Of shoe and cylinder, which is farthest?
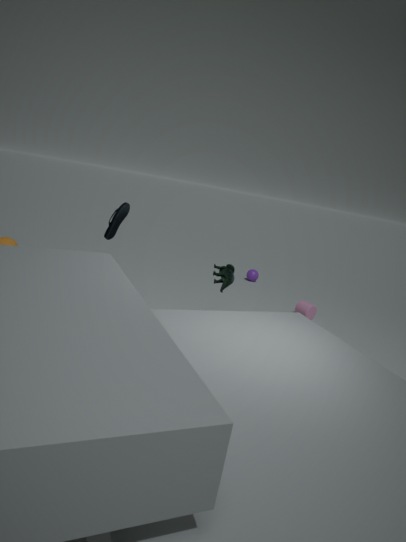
cylinder
